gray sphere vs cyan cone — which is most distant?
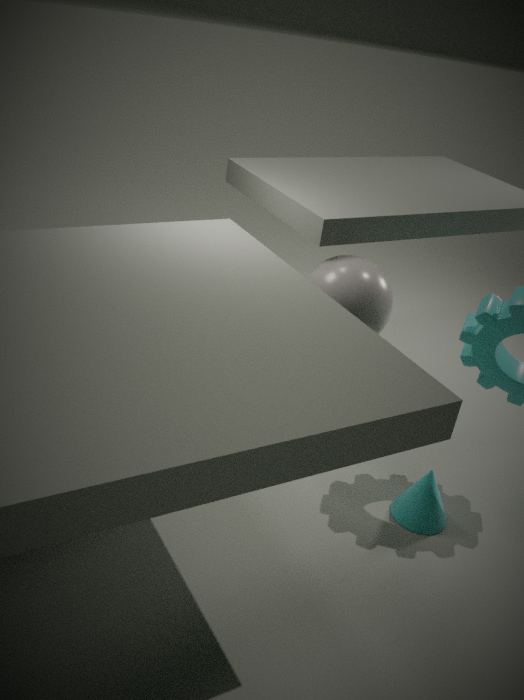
cyan cone
